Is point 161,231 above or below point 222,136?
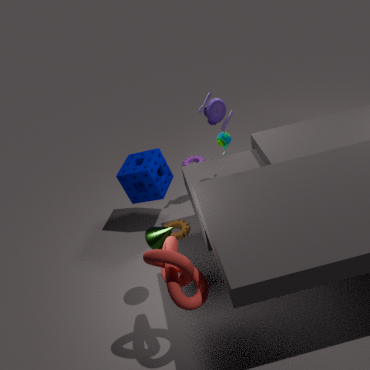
below
